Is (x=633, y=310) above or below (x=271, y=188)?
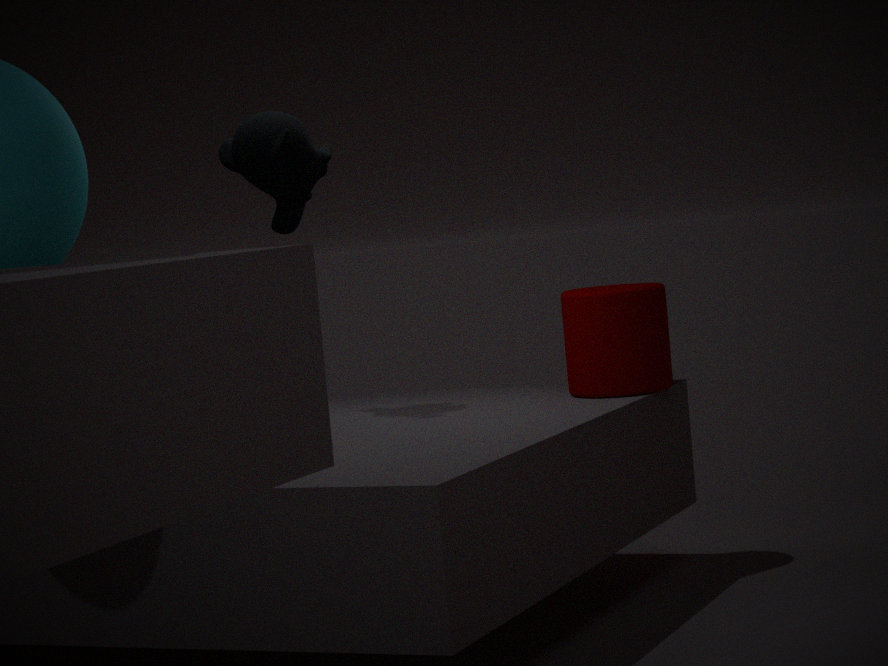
below
